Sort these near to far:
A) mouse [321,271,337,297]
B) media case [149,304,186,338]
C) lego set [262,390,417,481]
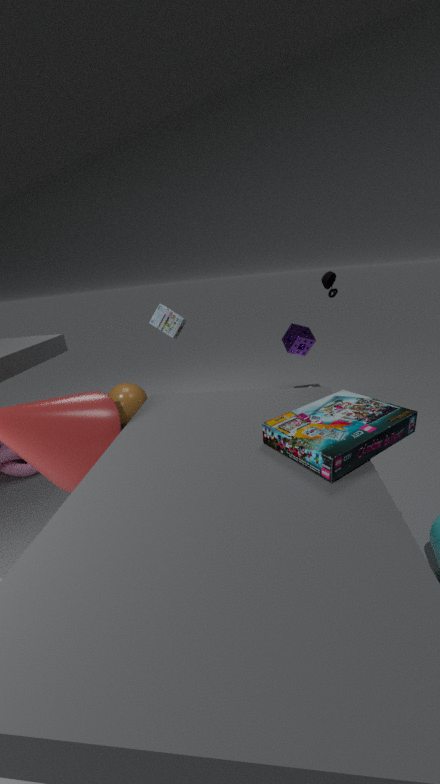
lego set [262,390,417,481]
mouse [321,271,337,297]
media case [149,304,186,338]
